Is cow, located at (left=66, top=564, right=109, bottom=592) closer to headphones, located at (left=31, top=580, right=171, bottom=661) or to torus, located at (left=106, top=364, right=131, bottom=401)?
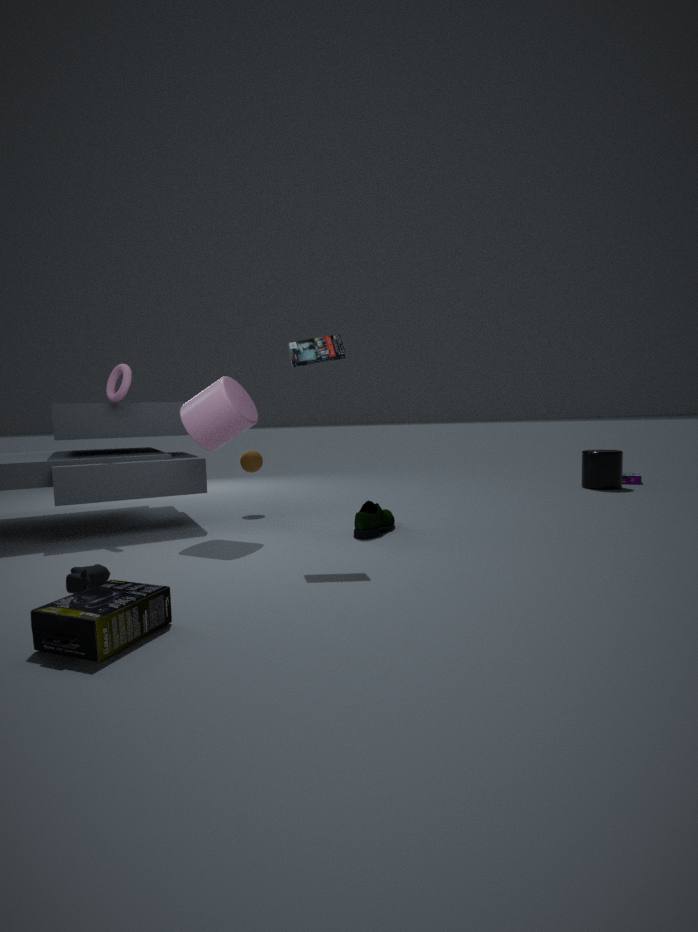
headphones, located at (left=31, top=580, right=171, bottom=661)
